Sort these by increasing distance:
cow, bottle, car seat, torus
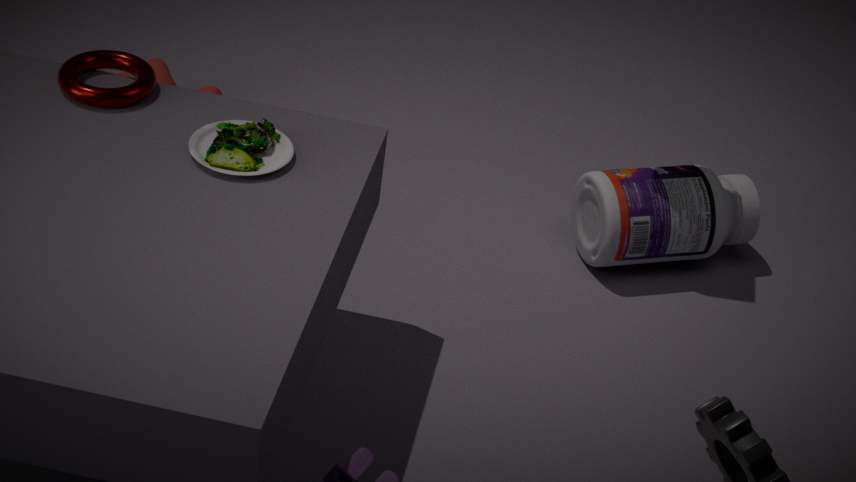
car seat, torus, bottle, cow
